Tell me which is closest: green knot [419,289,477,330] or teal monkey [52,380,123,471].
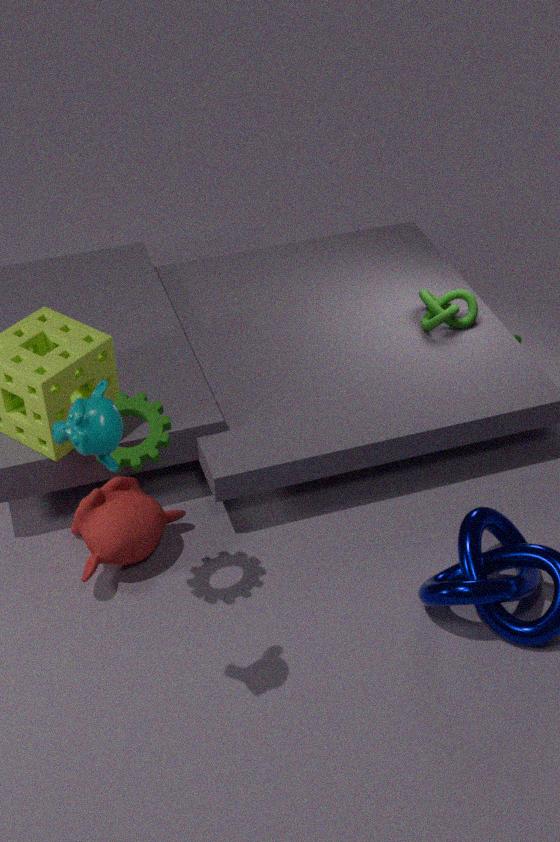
teal monkey [52,380,123,471]
